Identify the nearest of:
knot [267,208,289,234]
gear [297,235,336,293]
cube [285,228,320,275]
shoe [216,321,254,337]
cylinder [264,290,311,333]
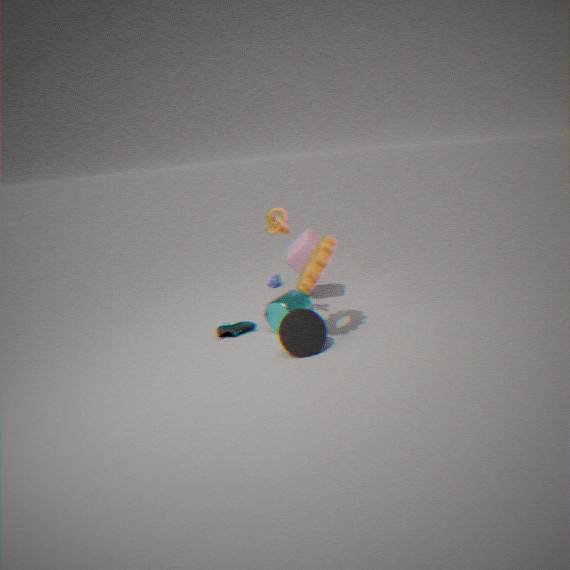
gear [297,235,336,293]
